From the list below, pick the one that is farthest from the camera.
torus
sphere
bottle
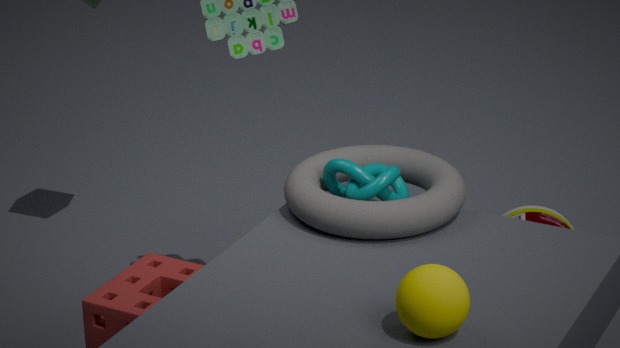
bottle
